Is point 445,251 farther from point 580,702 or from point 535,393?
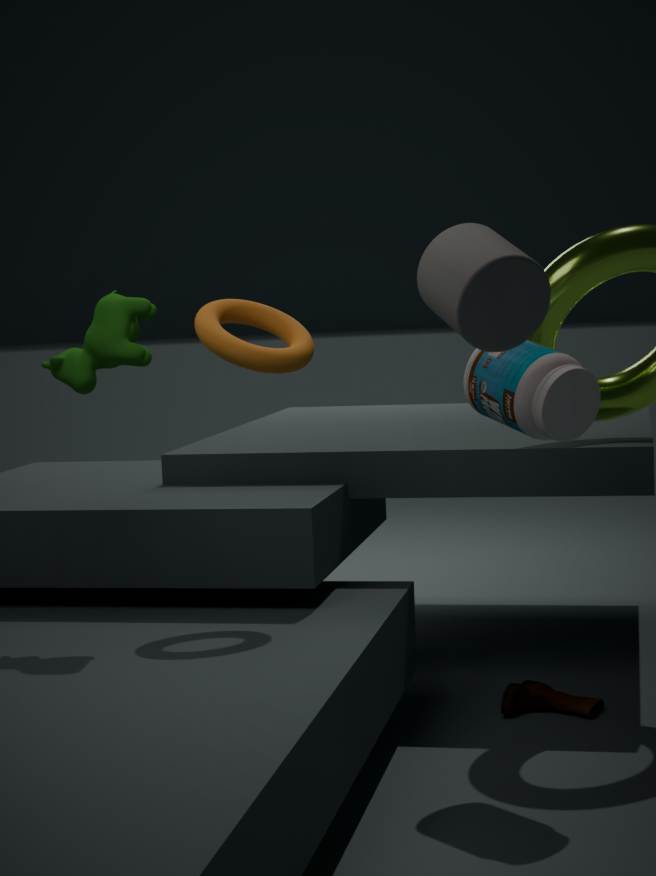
point 580,702
